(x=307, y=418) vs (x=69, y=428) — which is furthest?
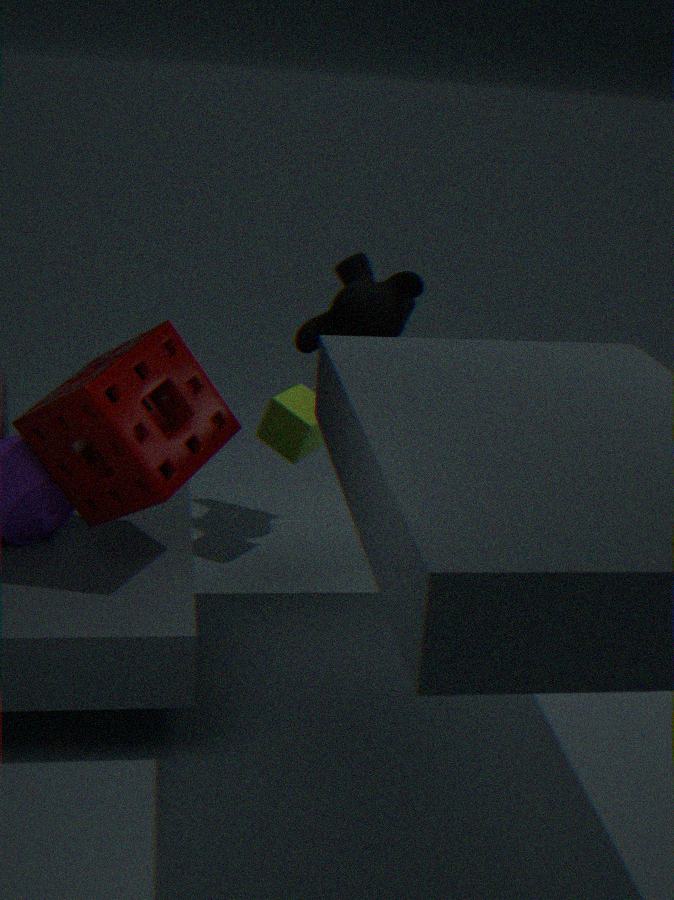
(x=307, y=418)
